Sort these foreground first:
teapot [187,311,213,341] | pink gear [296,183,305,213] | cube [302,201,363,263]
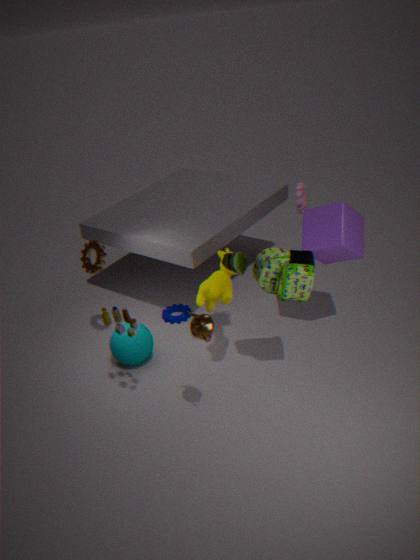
teapot [187,311,213,341], cube [302,201,363,263], pink gear [296,183,305,213]
